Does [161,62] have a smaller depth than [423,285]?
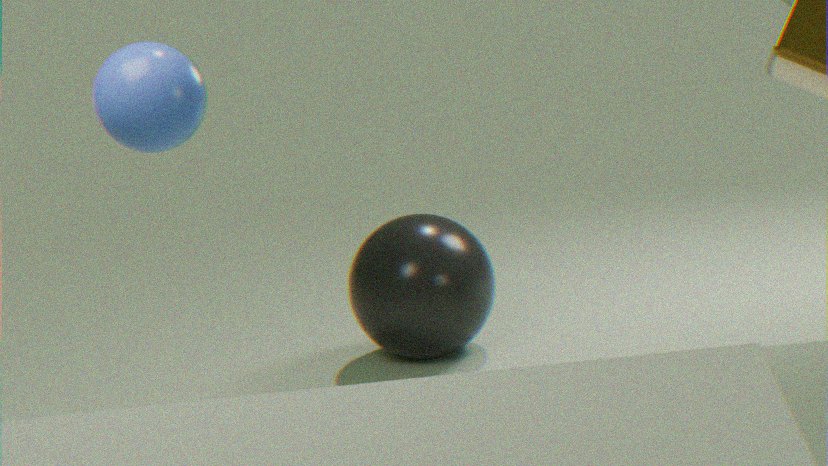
Yes
